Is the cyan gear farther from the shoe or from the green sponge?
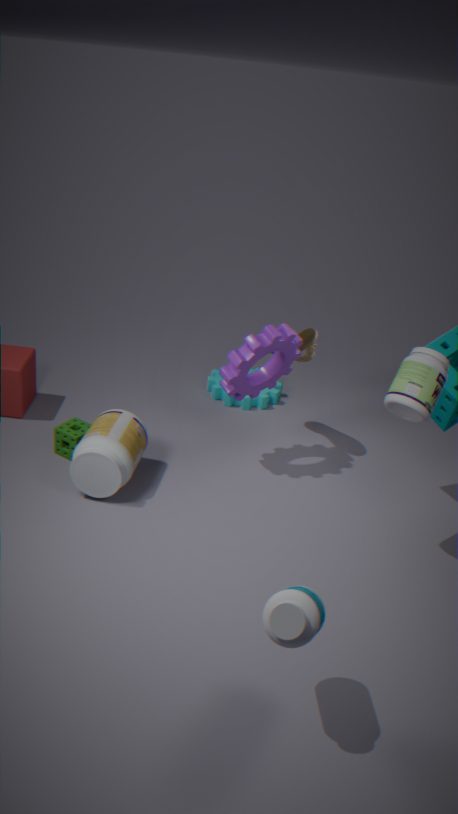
the green sponge
